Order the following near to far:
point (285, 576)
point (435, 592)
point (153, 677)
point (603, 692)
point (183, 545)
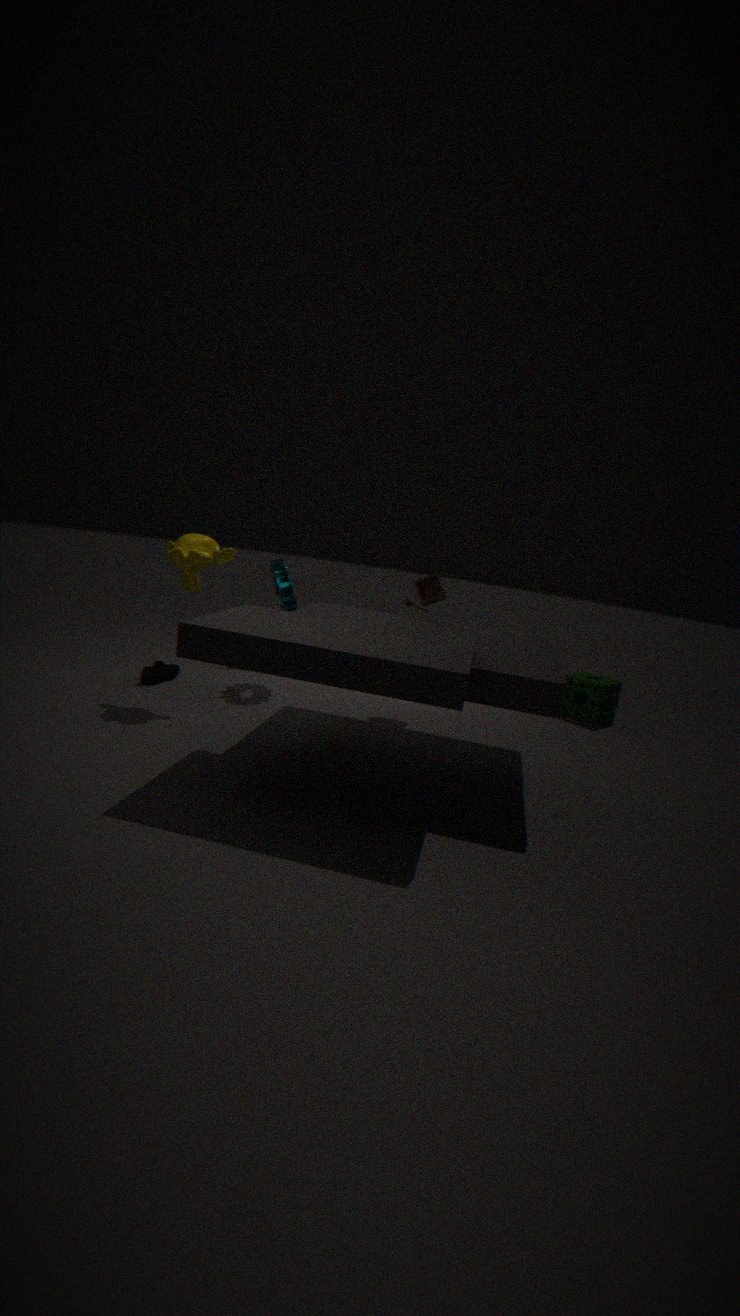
point (183, 545) < point (153, 677) < point (435, 592) < point (285, 576) < point (603, 692)
